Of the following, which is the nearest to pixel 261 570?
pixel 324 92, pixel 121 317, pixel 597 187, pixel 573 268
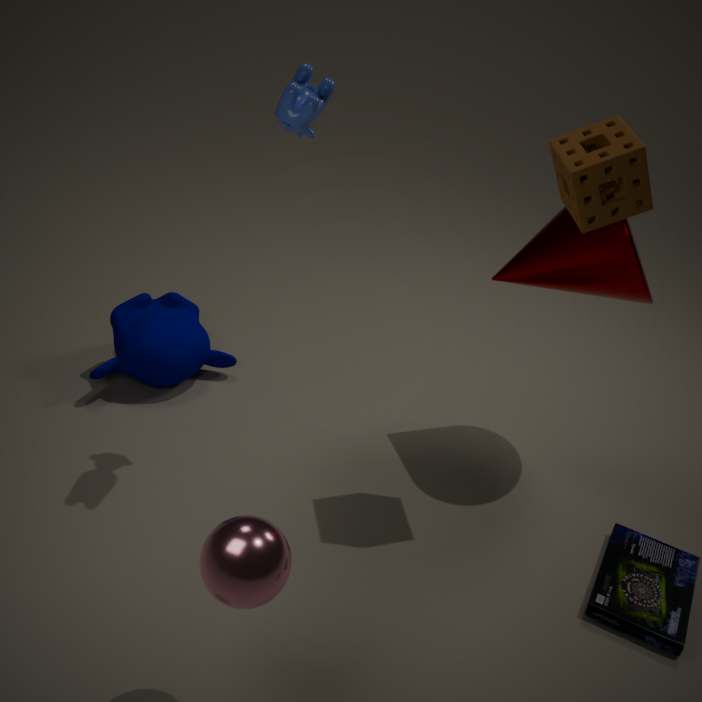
pixel 324 92
